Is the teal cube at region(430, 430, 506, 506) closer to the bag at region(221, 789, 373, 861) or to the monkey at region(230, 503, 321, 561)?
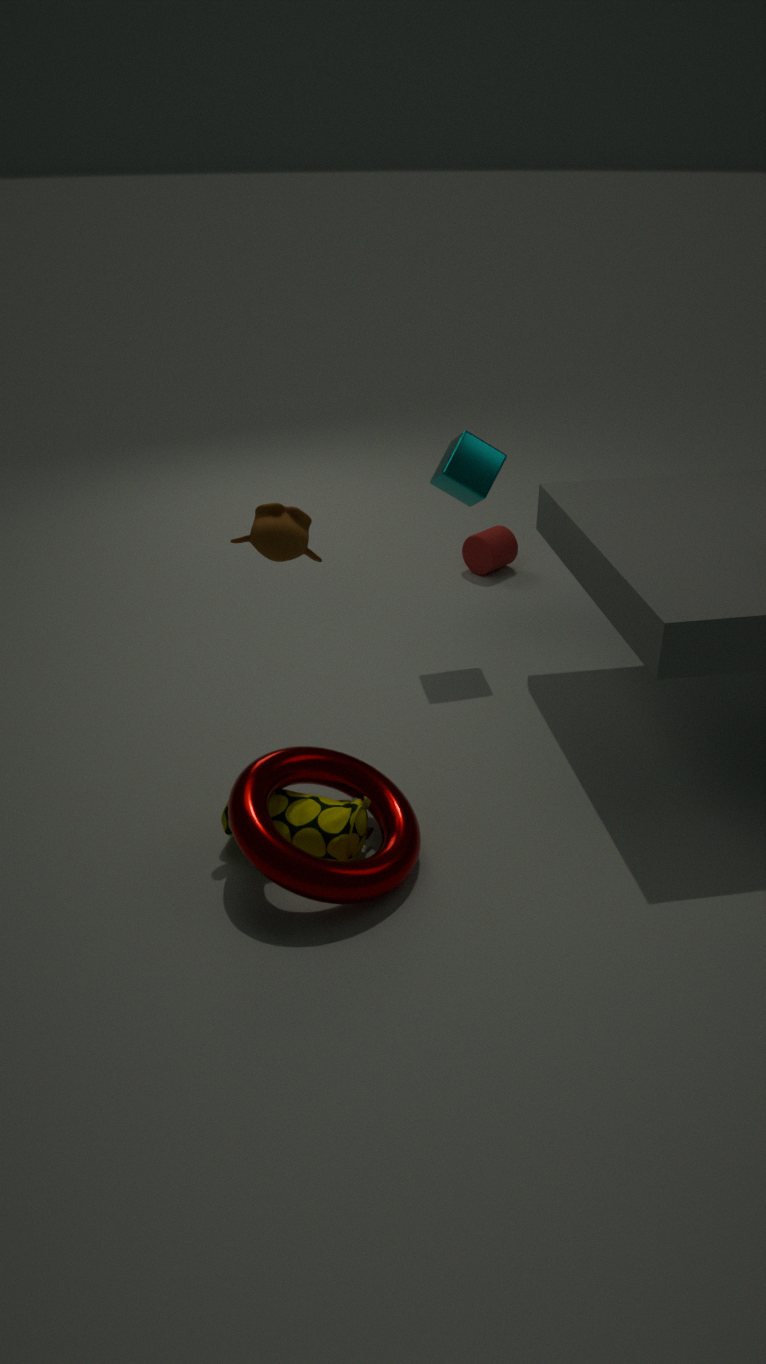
the monkey at region(230, 503, 321, 561)
